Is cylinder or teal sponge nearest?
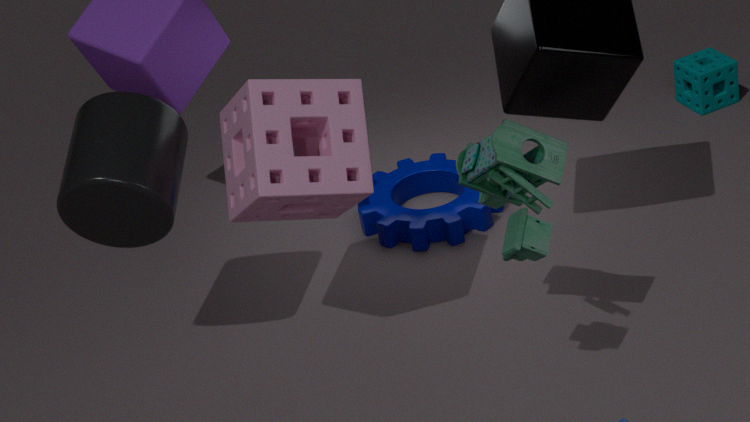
cylinder
